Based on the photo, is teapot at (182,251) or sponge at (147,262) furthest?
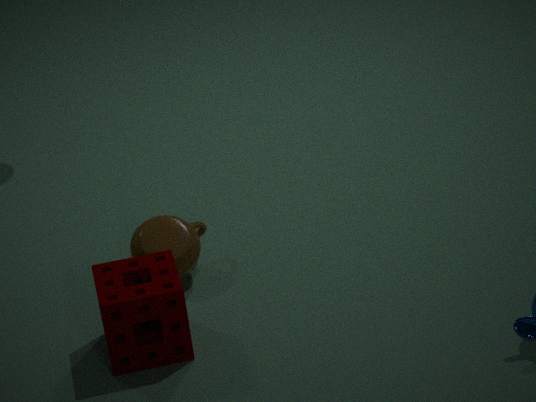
teapot at (182,251)
